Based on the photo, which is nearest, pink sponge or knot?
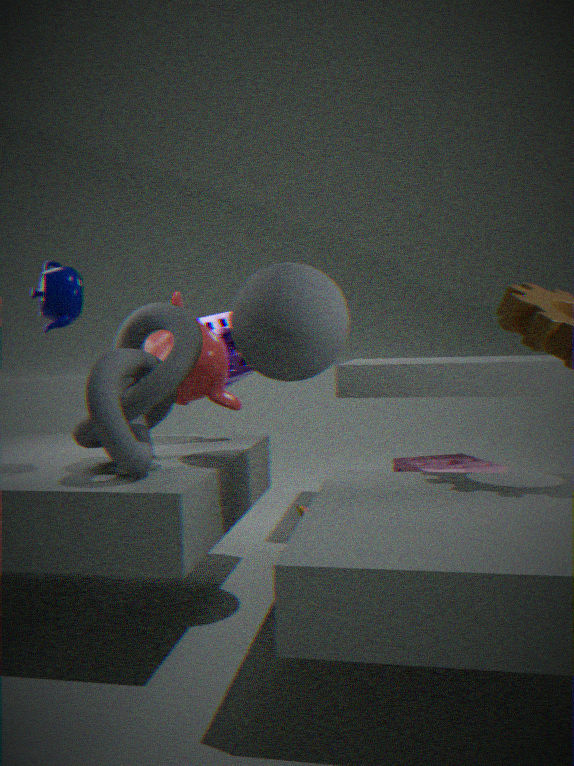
knot
